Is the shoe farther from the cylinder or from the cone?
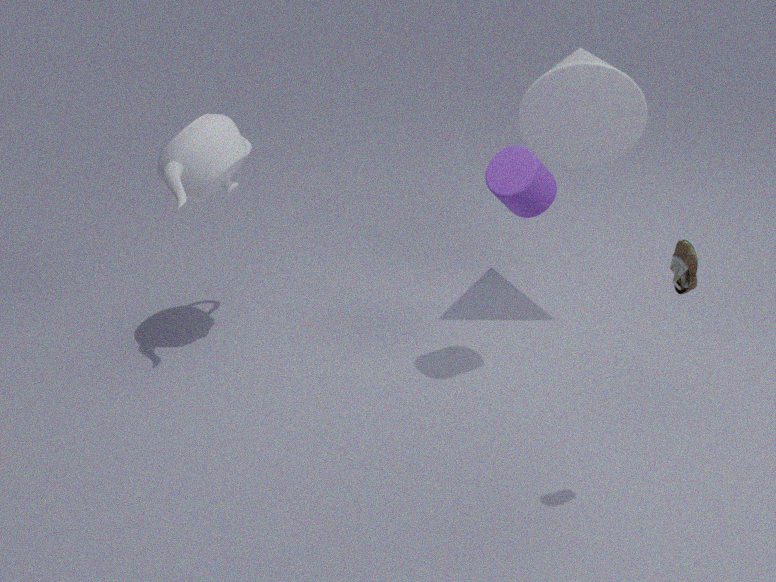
the cone
